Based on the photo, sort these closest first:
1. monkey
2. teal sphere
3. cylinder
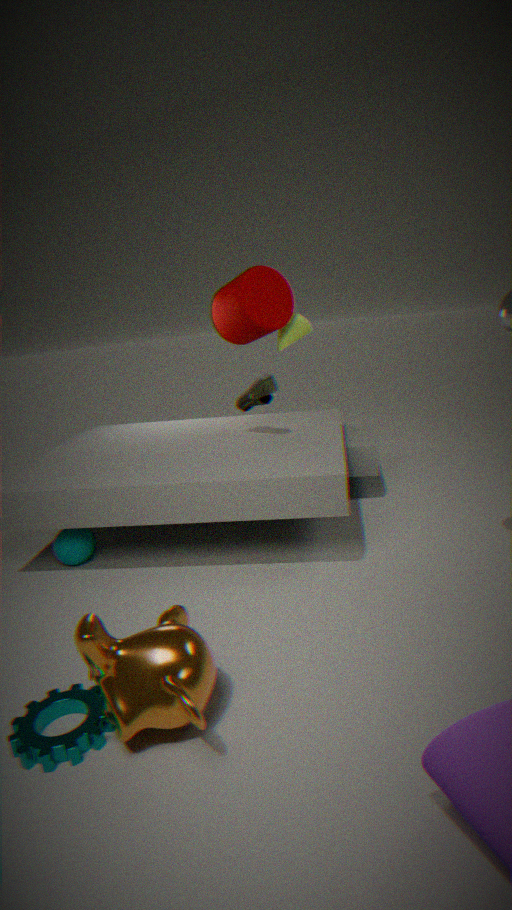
1. monkey
2. teal sphere
3. cylinder
